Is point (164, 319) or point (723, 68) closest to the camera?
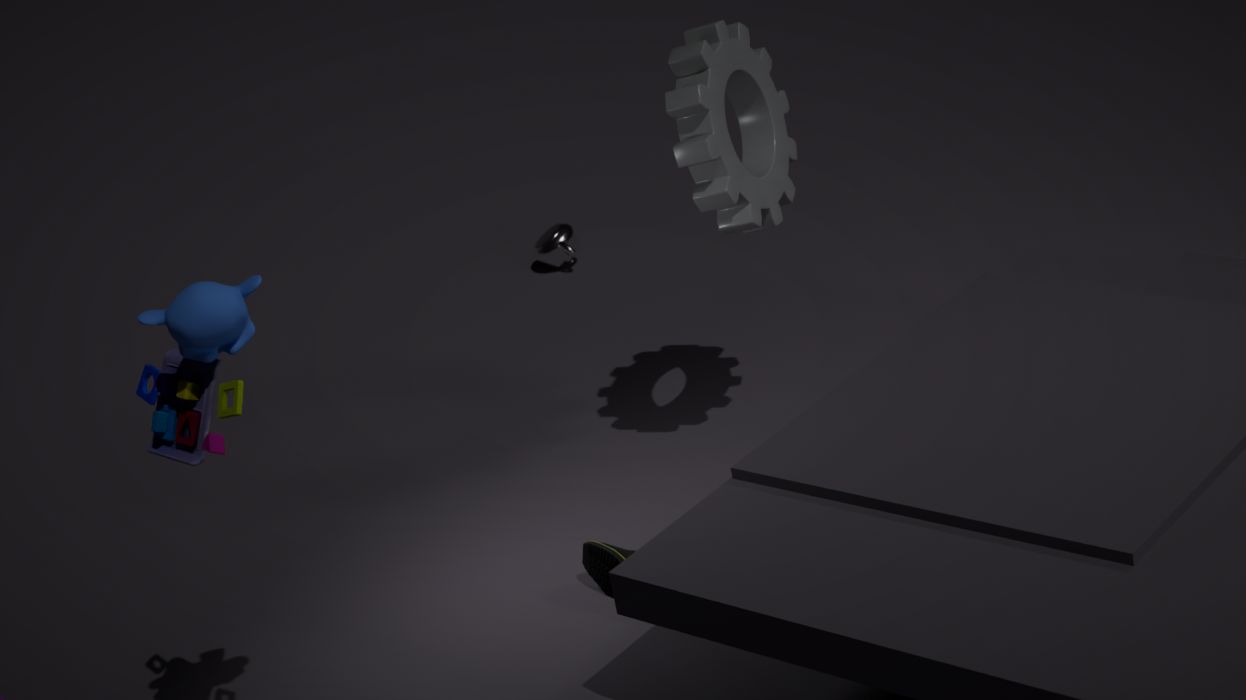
point (164, 319)
